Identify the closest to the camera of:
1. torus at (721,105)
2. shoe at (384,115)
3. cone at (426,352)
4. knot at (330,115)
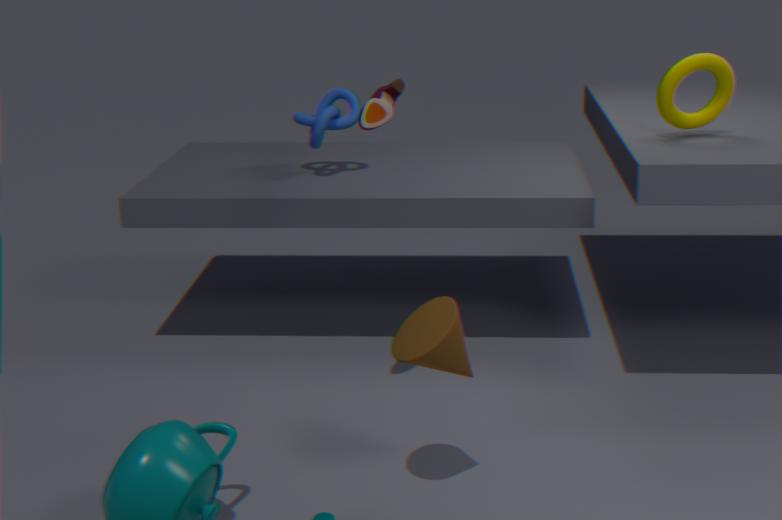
cone at (426,352)
